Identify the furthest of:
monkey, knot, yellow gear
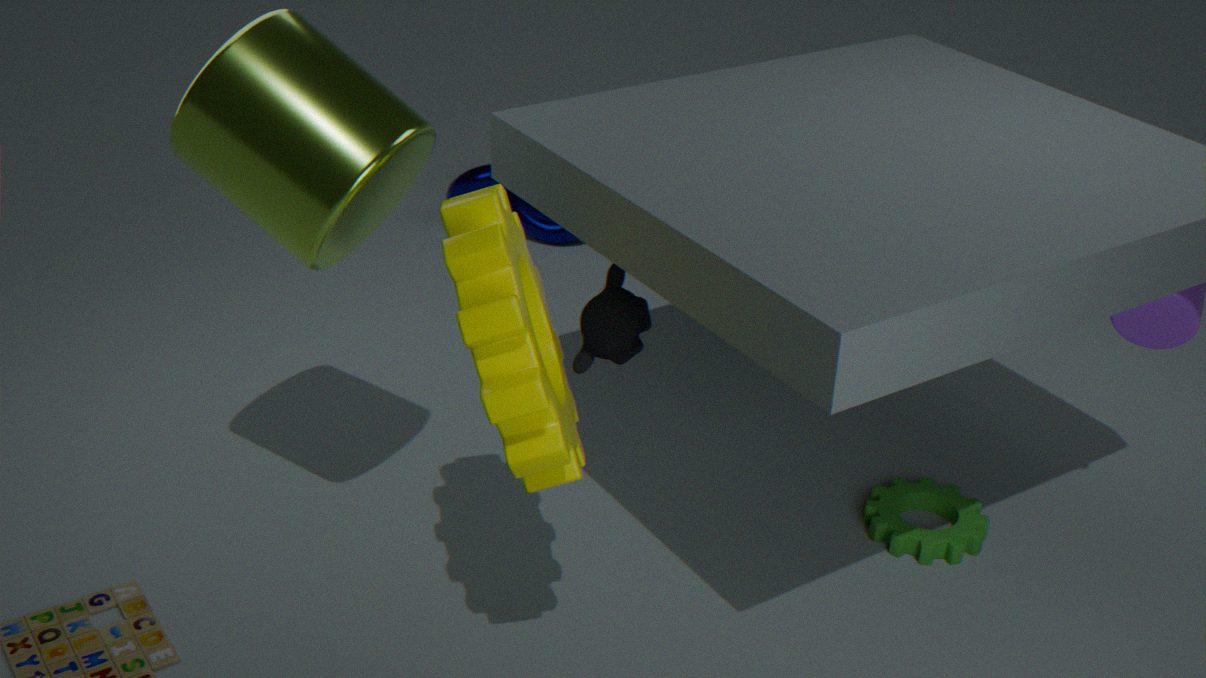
knot
